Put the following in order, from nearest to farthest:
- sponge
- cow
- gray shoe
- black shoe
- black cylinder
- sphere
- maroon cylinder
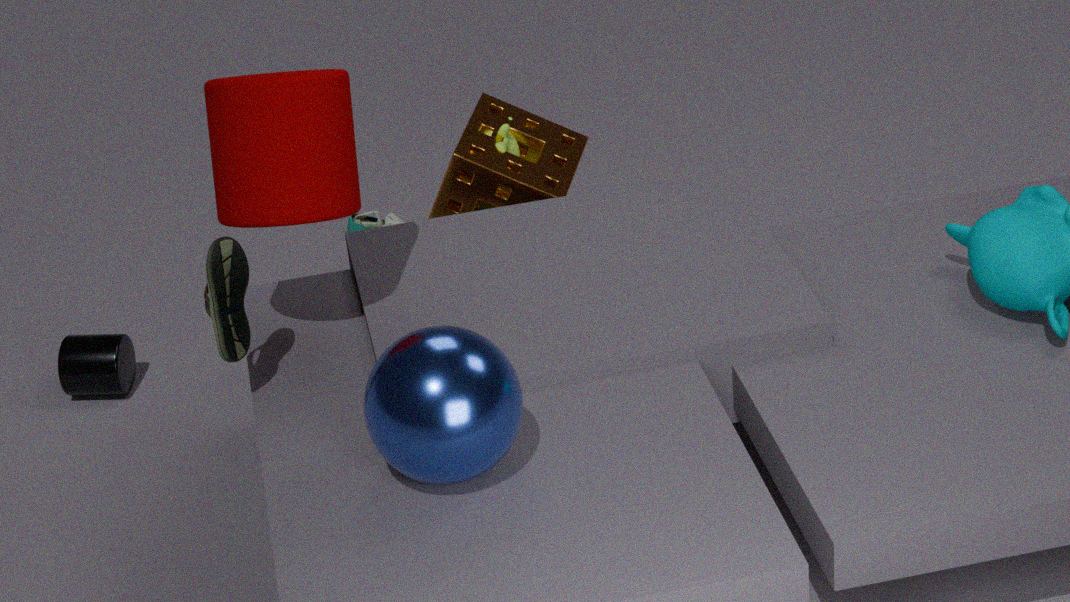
sphere < black shoe < maroon cylinder < black cylinder < sponge < cow < gray shoe
